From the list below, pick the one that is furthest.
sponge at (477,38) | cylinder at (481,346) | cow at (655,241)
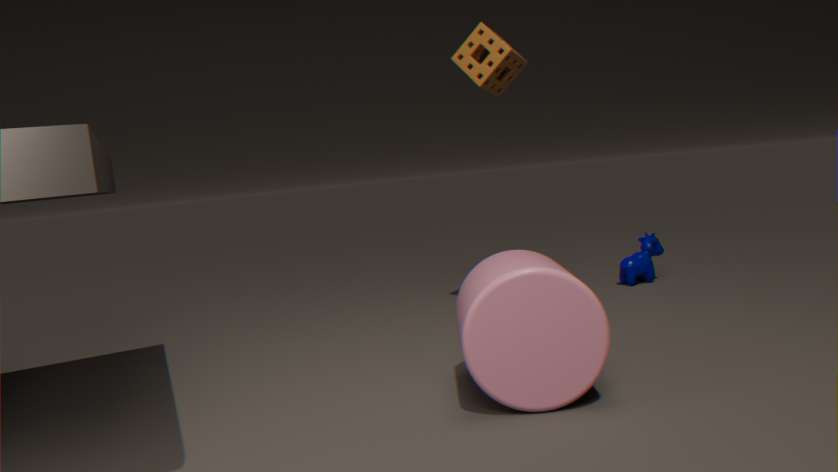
cow at (655,241)
